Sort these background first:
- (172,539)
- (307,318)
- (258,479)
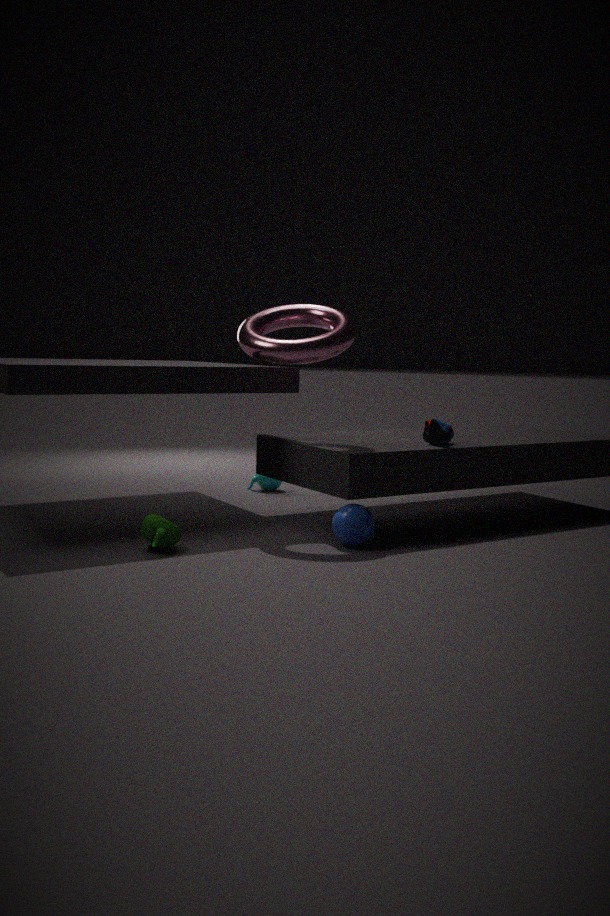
1. (258,479)
2. (307,318)
3. (172,539)
